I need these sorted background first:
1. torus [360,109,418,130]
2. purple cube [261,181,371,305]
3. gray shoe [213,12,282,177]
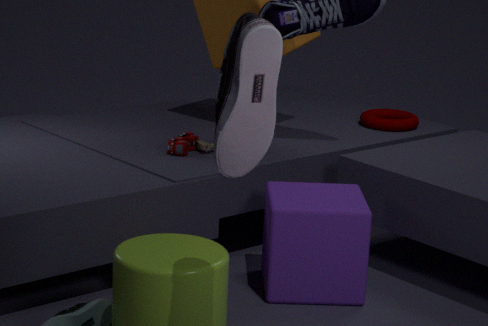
torus [360,109,418,130] < purple cube [261,181,371,305] < gray shoe [213,12,282,177]
